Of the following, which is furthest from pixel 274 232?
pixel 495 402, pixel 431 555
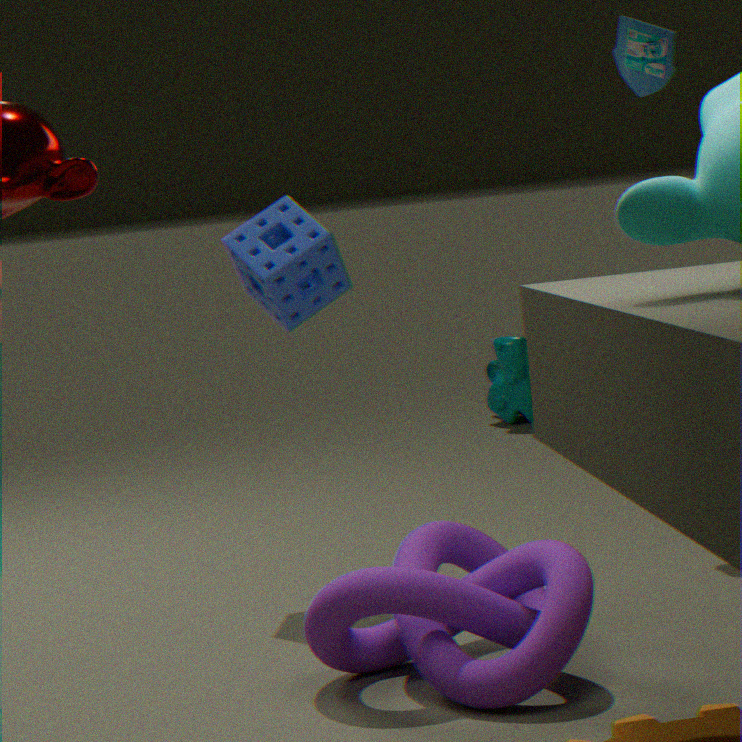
pixel 495 402
